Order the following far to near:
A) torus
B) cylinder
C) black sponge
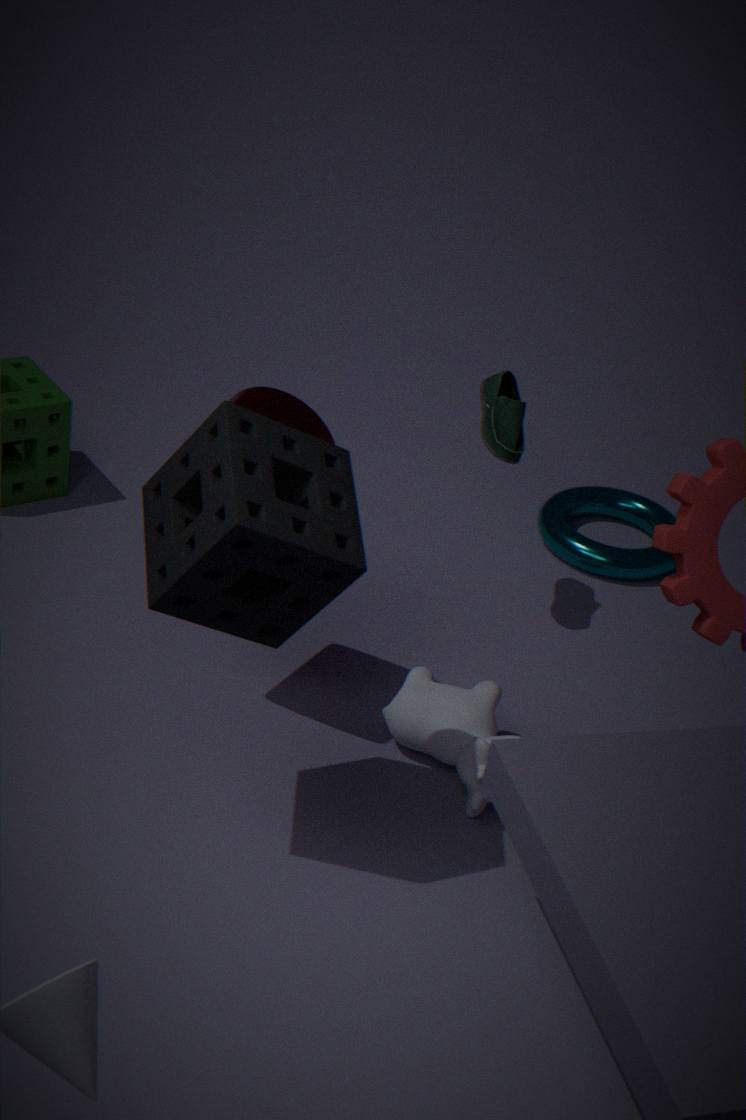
torus, cylinder, black sponge
